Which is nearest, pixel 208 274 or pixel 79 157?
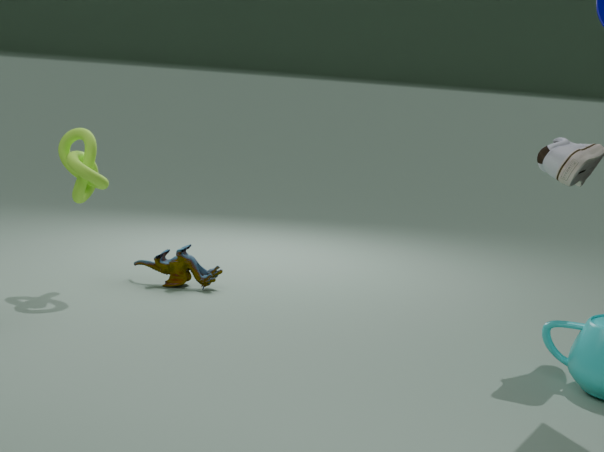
pixel 79 157
